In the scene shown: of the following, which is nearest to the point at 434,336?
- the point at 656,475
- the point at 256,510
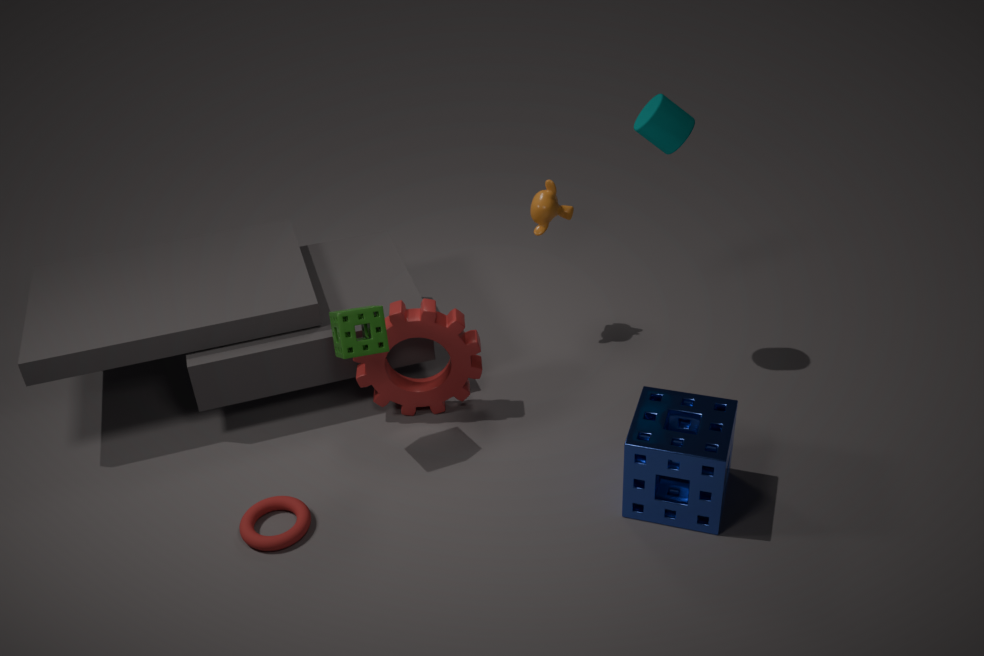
the point at 256,510
